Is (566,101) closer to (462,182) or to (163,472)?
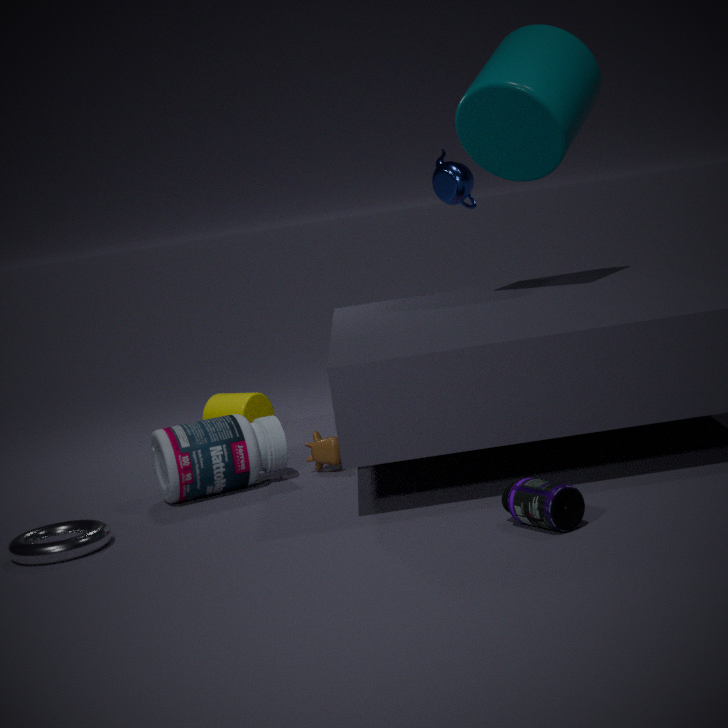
(462,182)
